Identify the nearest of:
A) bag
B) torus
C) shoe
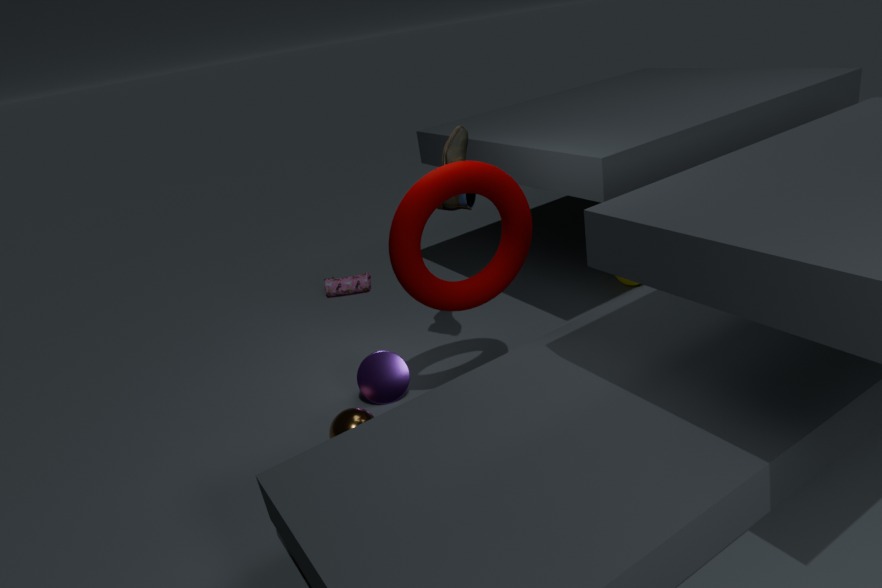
B. torus
